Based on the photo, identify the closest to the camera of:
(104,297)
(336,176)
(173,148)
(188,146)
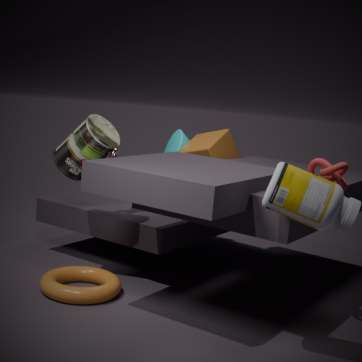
(336,176)
